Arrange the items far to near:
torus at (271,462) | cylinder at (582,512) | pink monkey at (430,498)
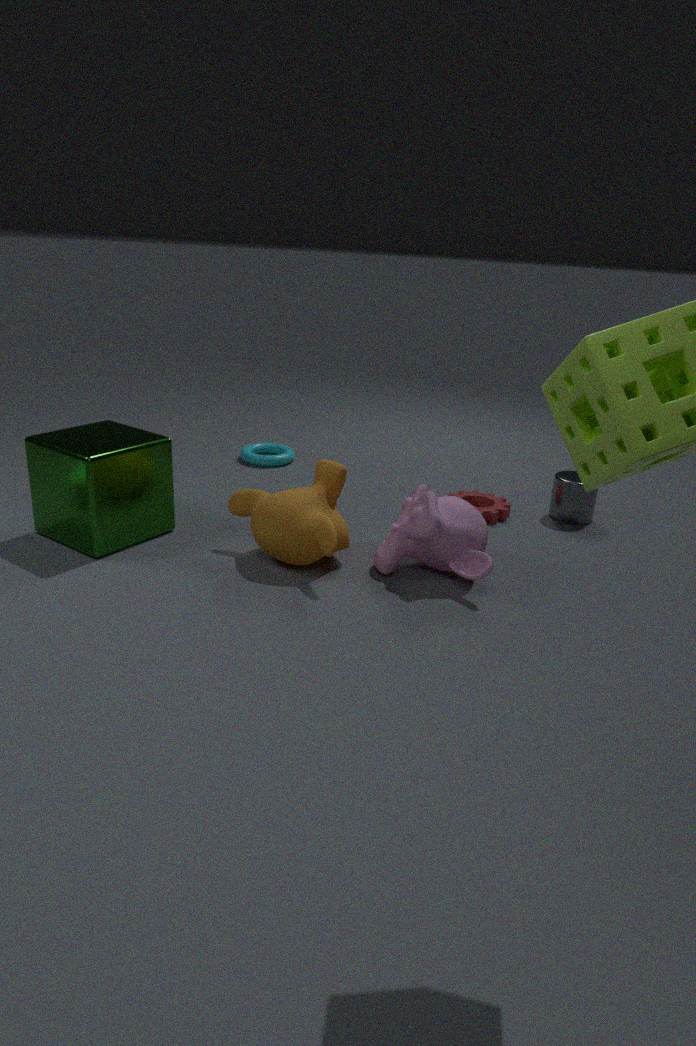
torus at (271,462) → cylinder at (582,512) → pink monkey at (430,498)
